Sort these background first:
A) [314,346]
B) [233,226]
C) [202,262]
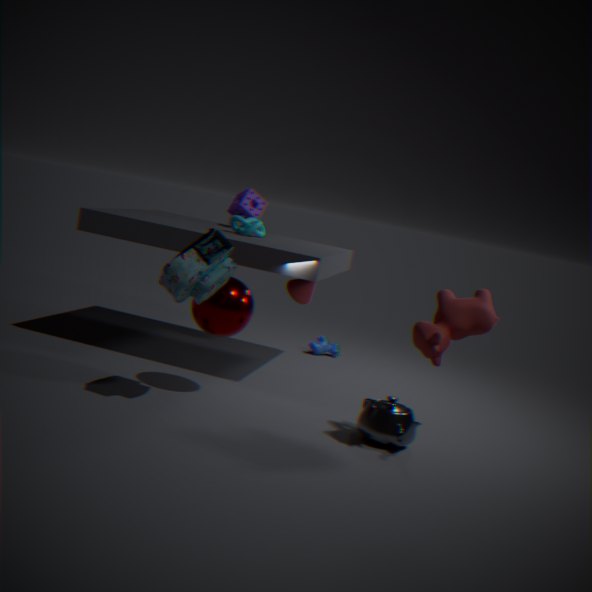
A. [314,346] → B. [233,226] → C. [202,262]
